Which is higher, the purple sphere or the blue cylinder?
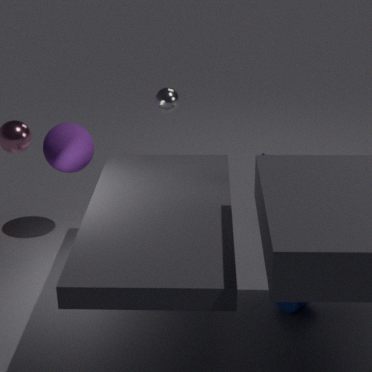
the purple sphere
